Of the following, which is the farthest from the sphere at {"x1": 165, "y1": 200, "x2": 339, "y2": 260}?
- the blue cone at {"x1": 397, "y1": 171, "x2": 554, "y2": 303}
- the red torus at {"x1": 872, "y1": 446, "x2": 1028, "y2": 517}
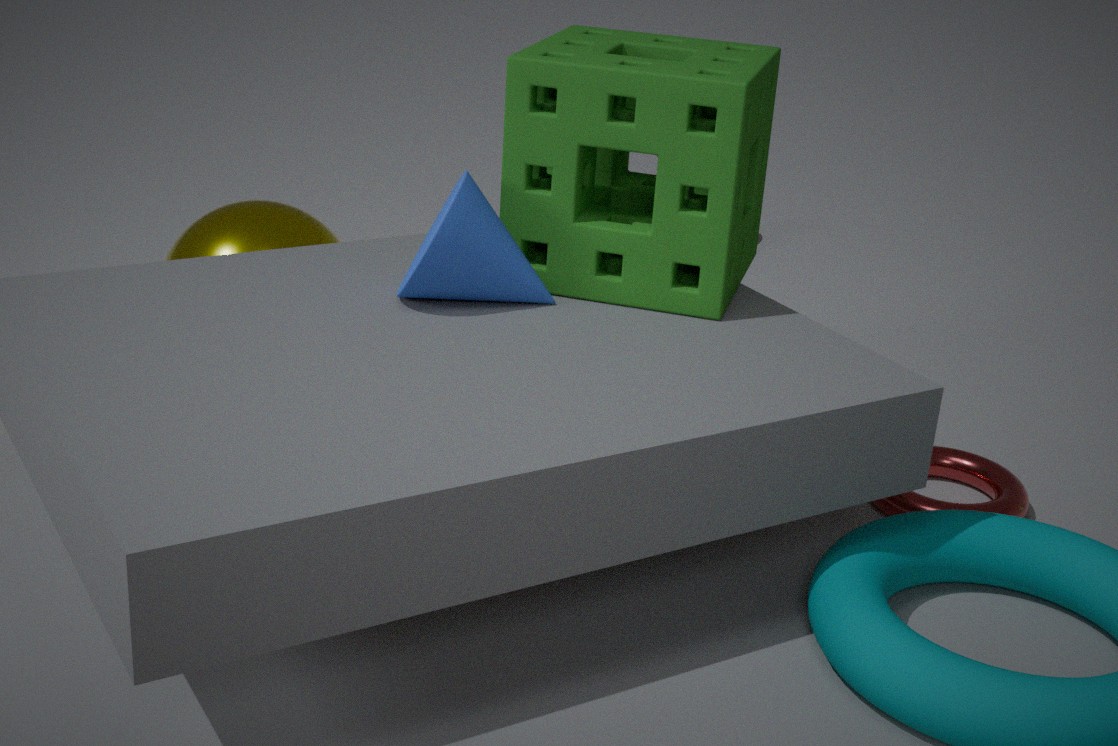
the red torus at {"x1": 872, "y1": 446, "x2": 1028, "y2": 517}
